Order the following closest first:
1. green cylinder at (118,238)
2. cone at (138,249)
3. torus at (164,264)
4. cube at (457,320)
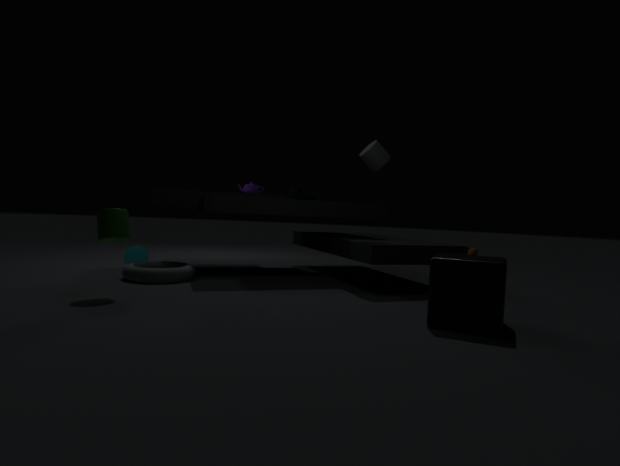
cube at (457,320), green cylinder at (118,238), torus at (164,264), cone at (138,249)
